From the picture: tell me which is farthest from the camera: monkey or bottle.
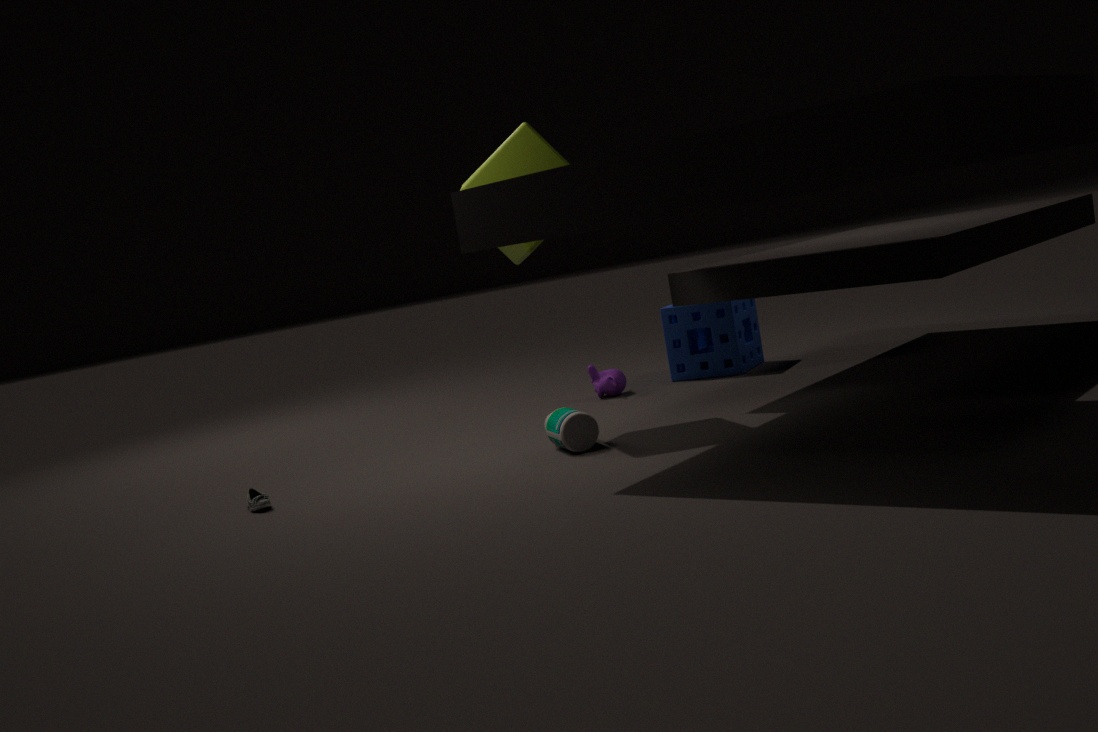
monkey
